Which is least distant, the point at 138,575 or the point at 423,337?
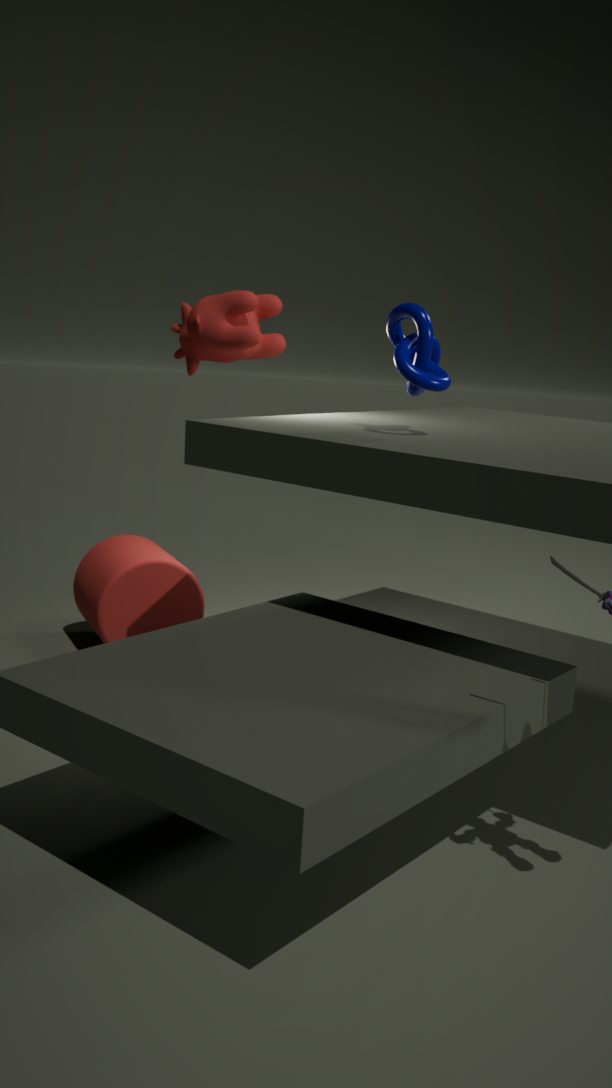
the point at 423,337
